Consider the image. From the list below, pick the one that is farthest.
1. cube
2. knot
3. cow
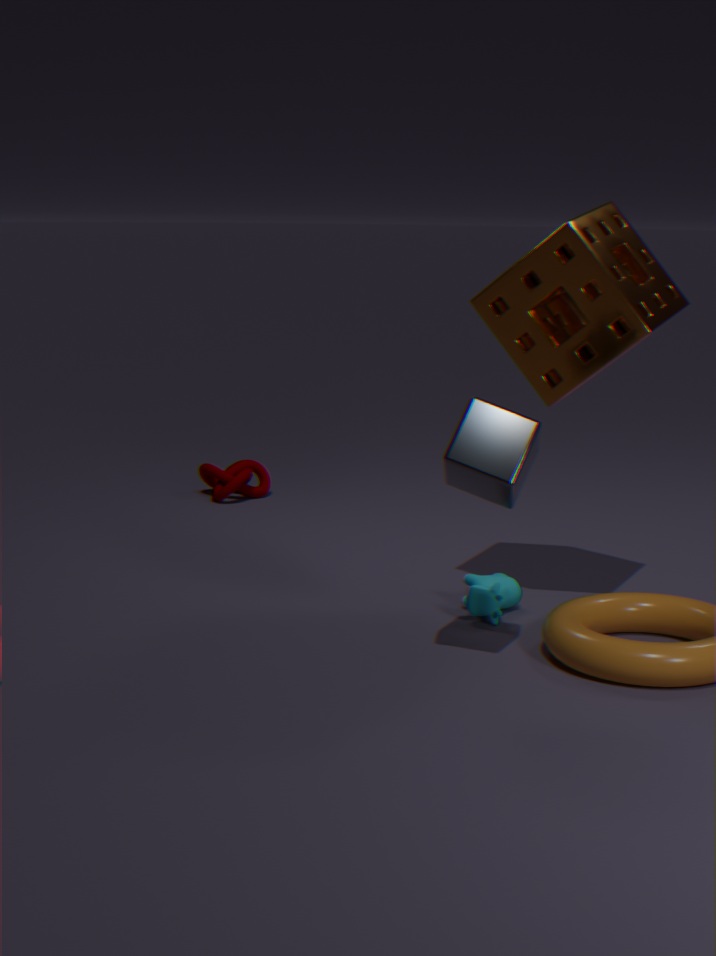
knot
